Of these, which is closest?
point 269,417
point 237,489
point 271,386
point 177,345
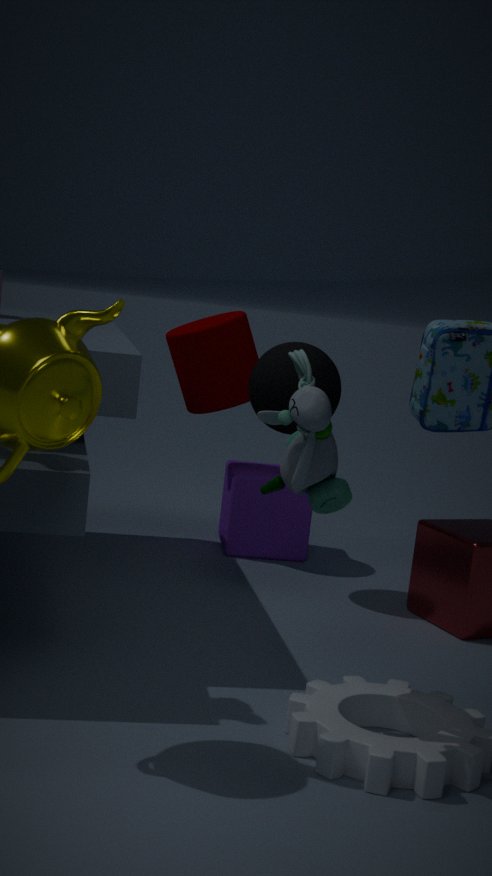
point 269,417
